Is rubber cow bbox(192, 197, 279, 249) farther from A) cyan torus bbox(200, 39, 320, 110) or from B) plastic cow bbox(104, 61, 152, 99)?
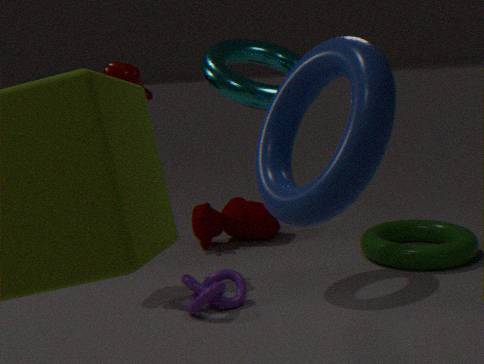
A) cyan torus bbox(200, 39, 320, 110)
